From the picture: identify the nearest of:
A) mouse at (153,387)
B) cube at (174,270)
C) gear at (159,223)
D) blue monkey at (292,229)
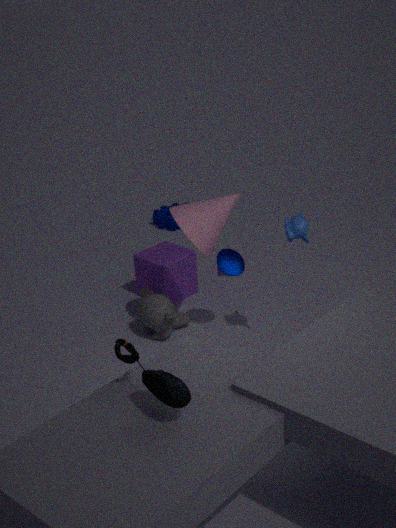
mouse at (153,387)
